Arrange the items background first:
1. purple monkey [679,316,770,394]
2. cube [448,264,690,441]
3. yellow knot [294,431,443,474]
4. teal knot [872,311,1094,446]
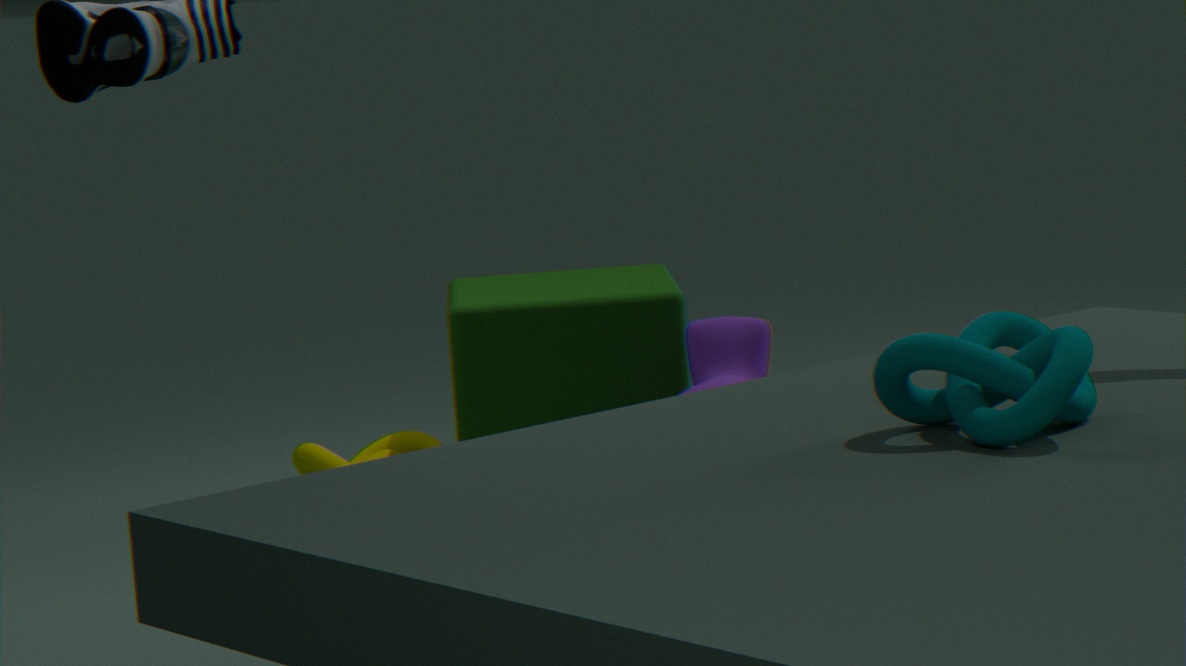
1. yellow knot [294,431,443,474]
2. cube [448,264,690,441]
3. purple monkey [679,316,770,394]
4. teal knot [872,311,1094,446]
